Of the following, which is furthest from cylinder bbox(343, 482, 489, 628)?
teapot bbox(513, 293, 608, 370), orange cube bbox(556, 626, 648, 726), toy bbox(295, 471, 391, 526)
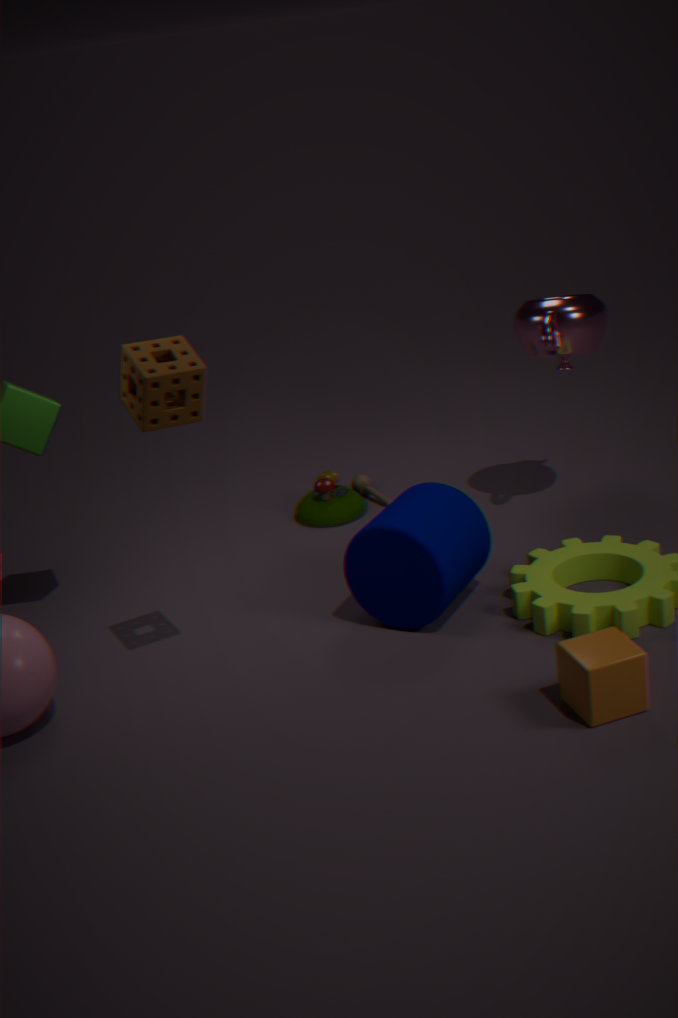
teapot bbox(513, 293, 608, 370)
